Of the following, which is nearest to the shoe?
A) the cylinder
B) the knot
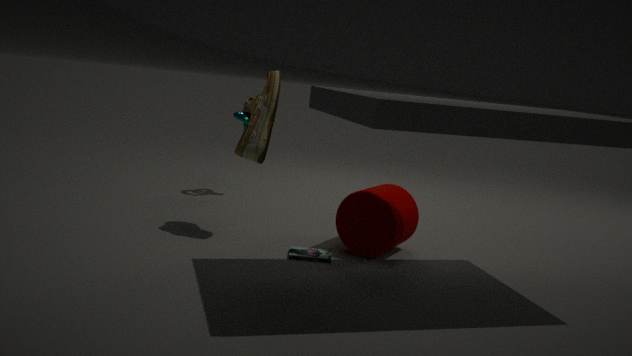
the cylinder
